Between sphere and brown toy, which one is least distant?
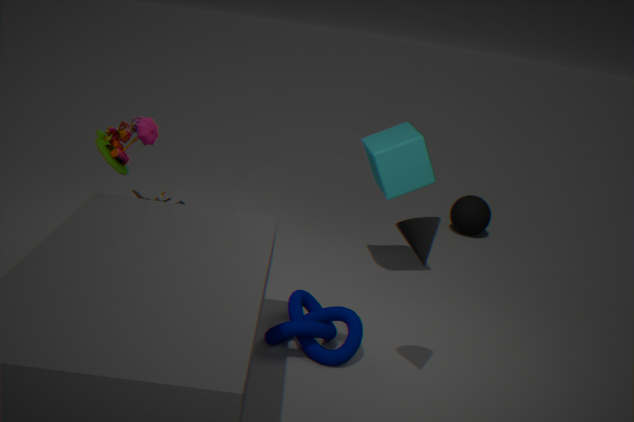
brown toy
